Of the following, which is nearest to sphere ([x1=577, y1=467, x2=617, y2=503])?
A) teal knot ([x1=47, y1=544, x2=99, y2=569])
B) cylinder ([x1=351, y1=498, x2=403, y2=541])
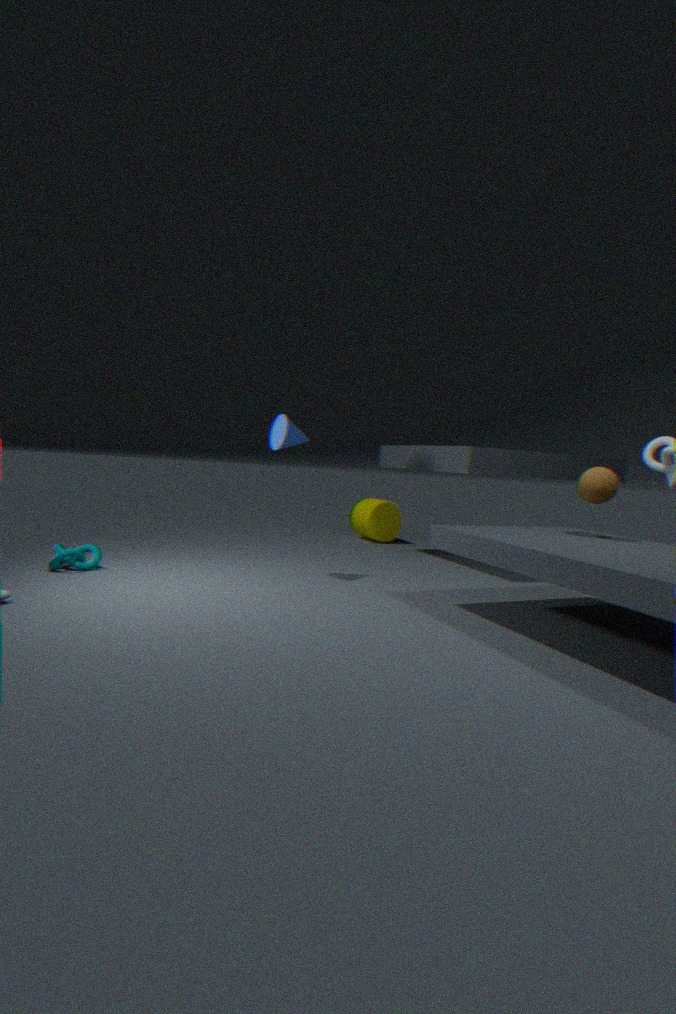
cylinder ([x1=351, y1=498, x2=403, y2=541])
